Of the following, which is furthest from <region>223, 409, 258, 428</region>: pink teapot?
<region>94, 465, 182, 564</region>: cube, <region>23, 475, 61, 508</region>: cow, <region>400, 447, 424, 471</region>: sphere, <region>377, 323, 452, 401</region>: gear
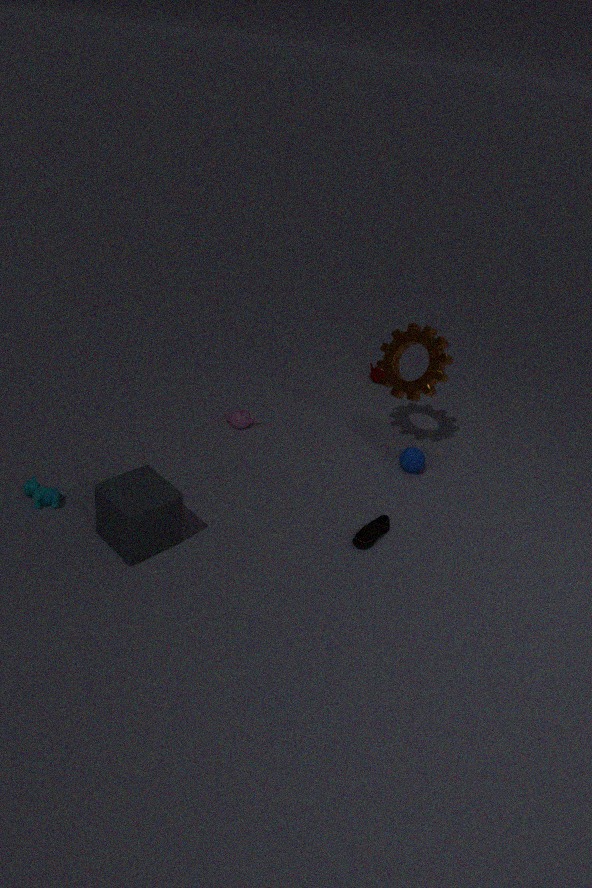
<region>23, 475, 61, 508</region>: cow
